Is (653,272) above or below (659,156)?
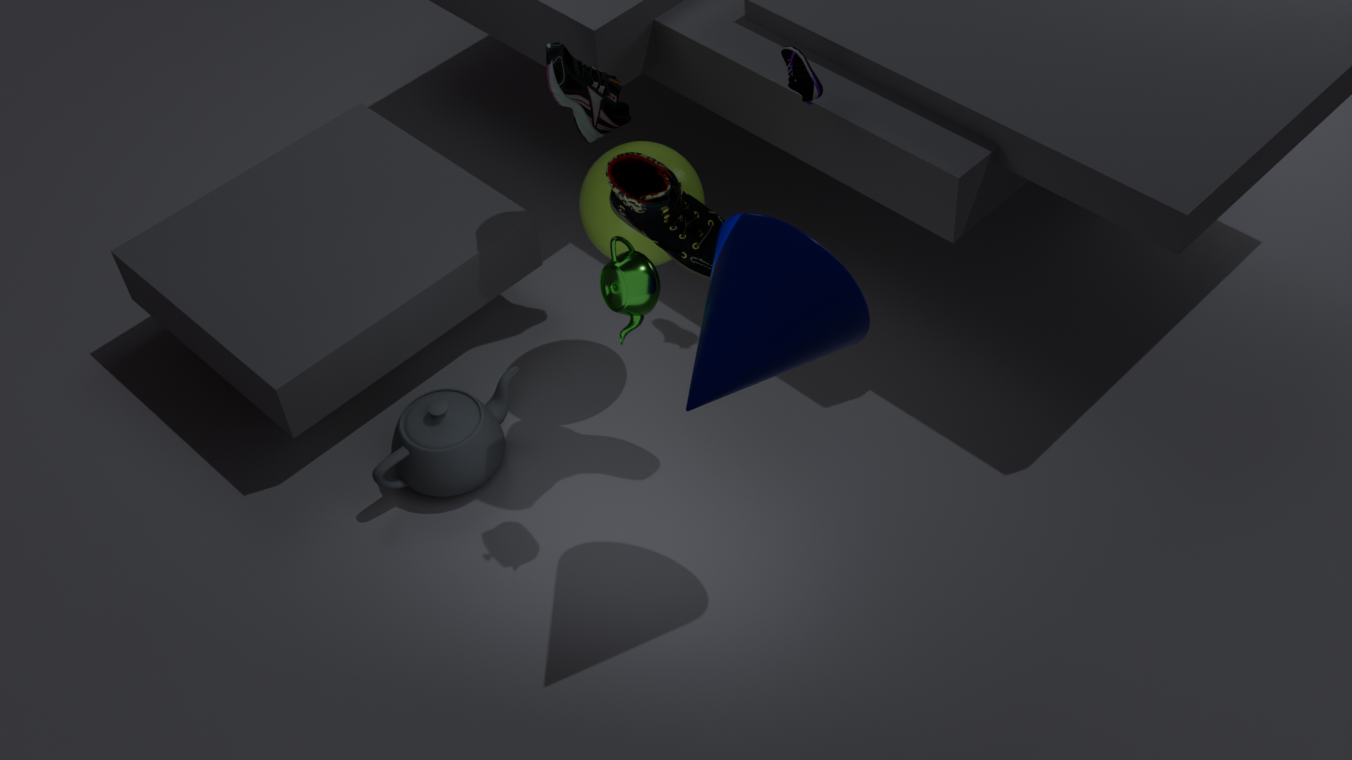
above
